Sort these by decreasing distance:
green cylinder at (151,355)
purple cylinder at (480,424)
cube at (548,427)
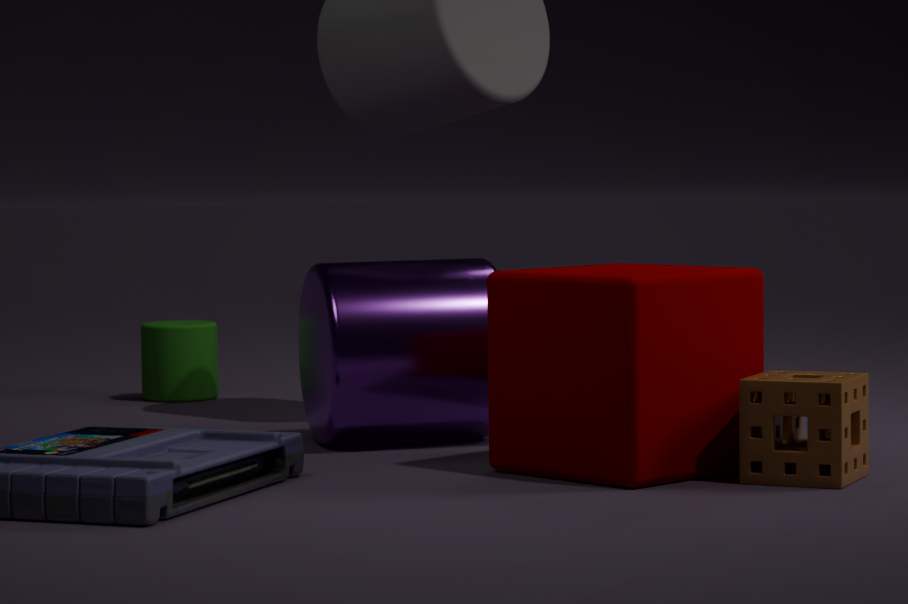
green cylinder at (151,355)
purple cylinder at (480,424)
cube at (548,427)
